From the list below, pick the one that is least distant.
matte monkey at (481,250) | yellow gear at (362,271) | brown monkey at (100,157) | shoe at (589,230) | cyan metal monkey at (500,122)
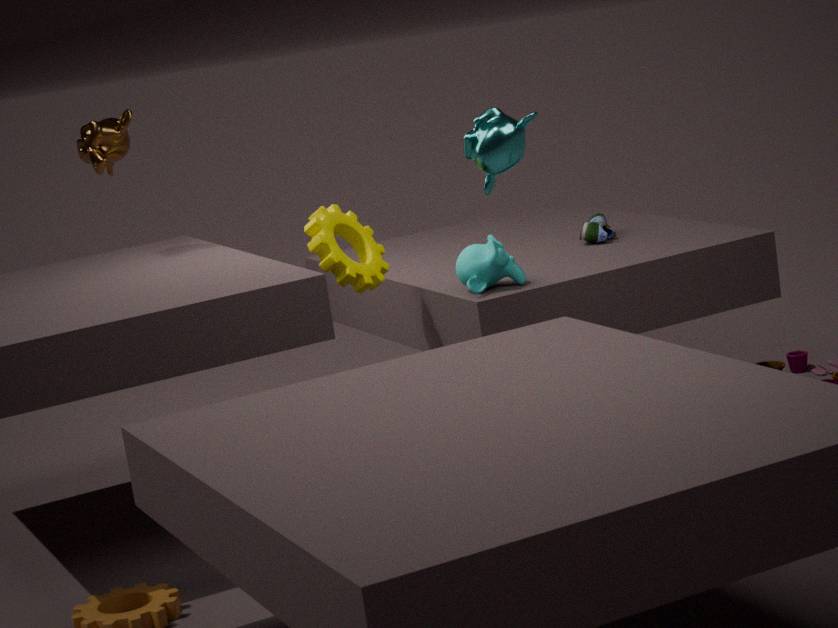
cyan metal monkey at (500,122)
